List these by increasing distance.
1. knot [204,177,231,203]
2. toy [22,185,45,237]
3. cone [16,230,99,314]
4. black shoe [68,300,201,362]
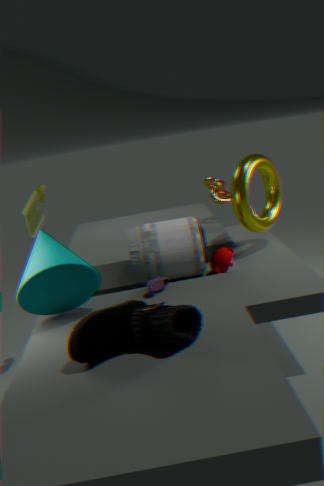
1. black shoe [68,300,201,362]
2. cone [16,230,99,314]
3. toy [22,185,45,237]
4. knot [204,177,231,203]
